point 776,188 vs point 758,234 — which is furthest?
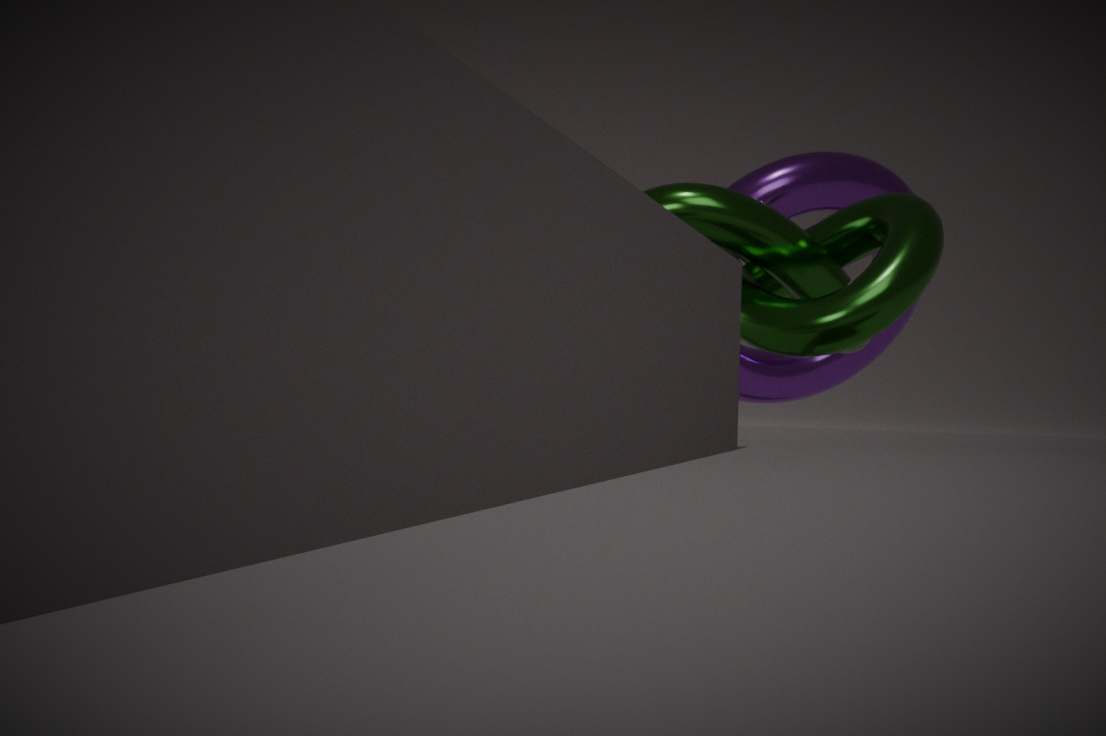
point 776,188
